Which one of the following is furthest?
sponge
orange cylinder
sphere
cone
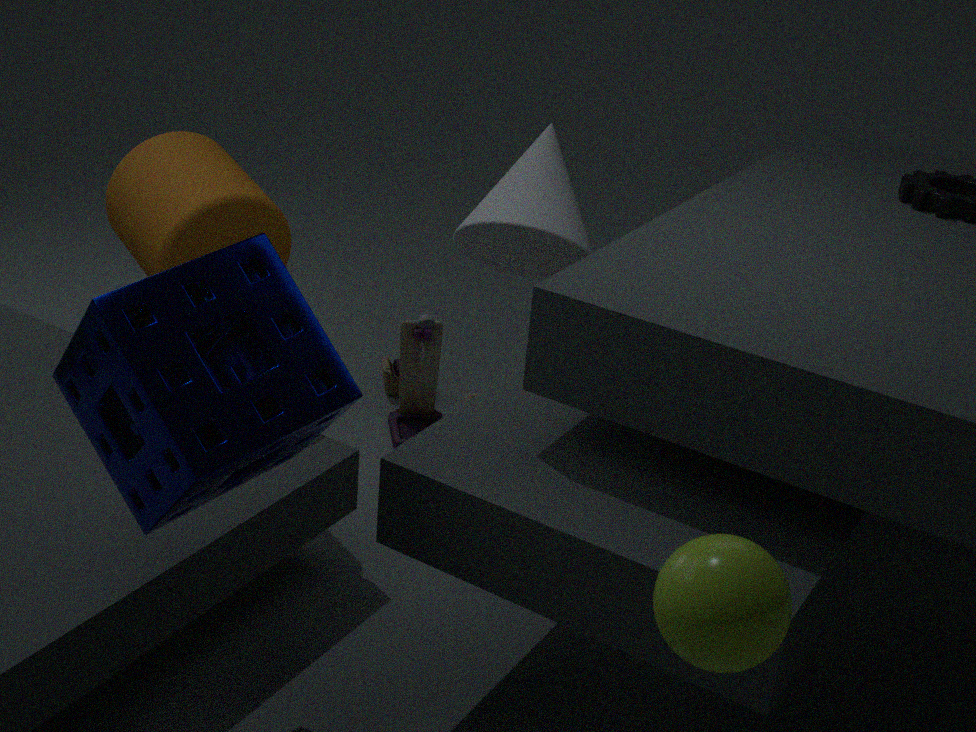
cone
